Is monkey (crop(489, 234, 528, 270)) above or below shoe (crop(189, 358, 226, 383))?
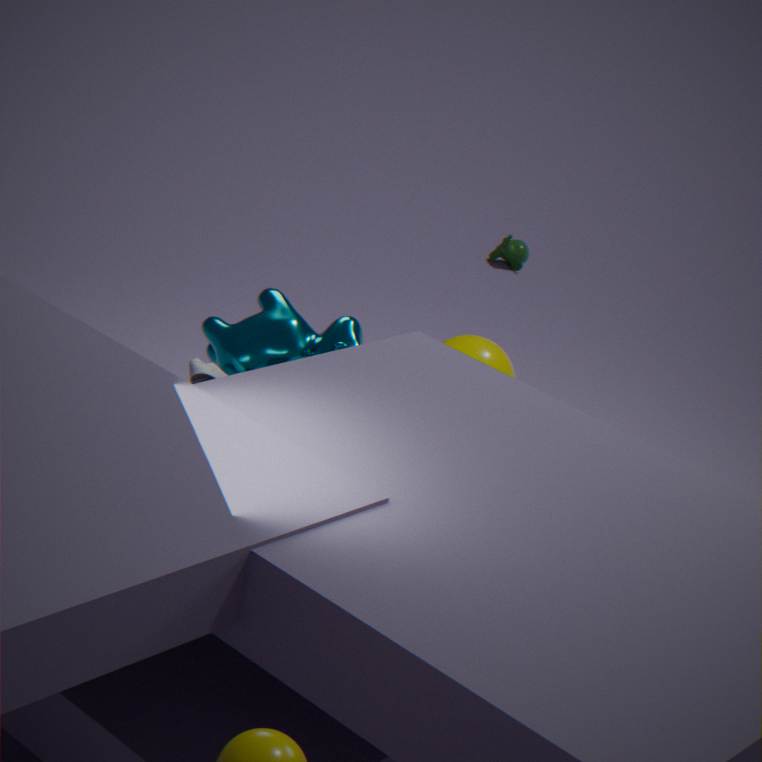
below
